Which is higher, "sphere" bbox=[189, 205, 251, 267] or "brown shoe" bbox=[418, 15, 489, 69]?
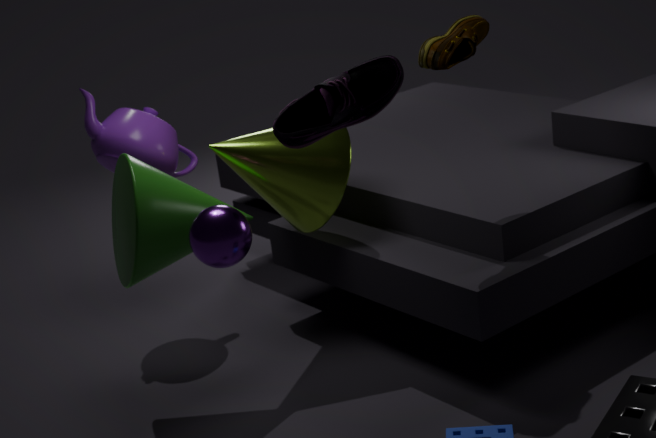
"brown shoe" bbox=[418, 15, 489, 69]
